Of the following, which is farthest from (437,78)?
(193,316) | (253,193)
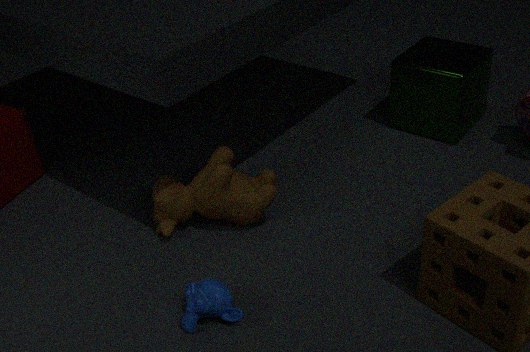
(193,316)
